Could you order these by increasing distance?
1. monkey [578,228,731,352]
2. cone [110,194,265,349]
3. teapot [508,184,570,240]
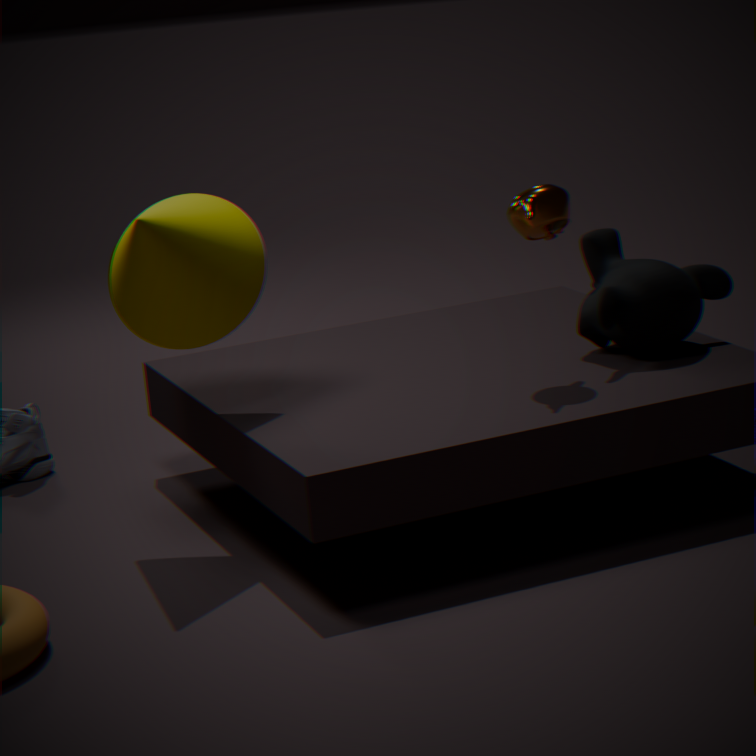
cone [110,194,265,349]
teapot [508,184,570,240]
monkey [578,228,731,352]
